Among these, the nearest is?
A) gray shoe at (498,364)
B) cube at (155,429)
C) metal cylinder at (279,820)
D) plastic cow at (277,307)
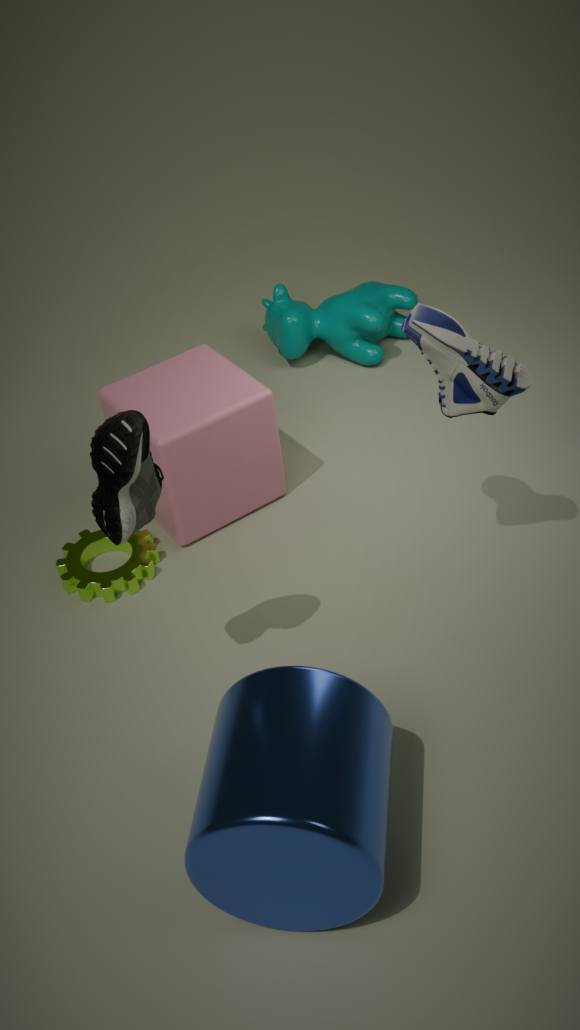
metal cylinder at (279,820)
